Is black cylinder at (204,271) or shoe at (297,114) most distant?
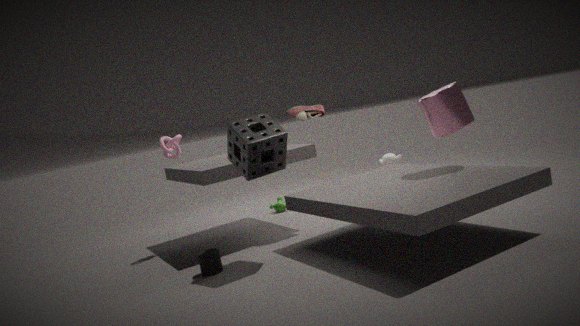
shoe at (297,114)
